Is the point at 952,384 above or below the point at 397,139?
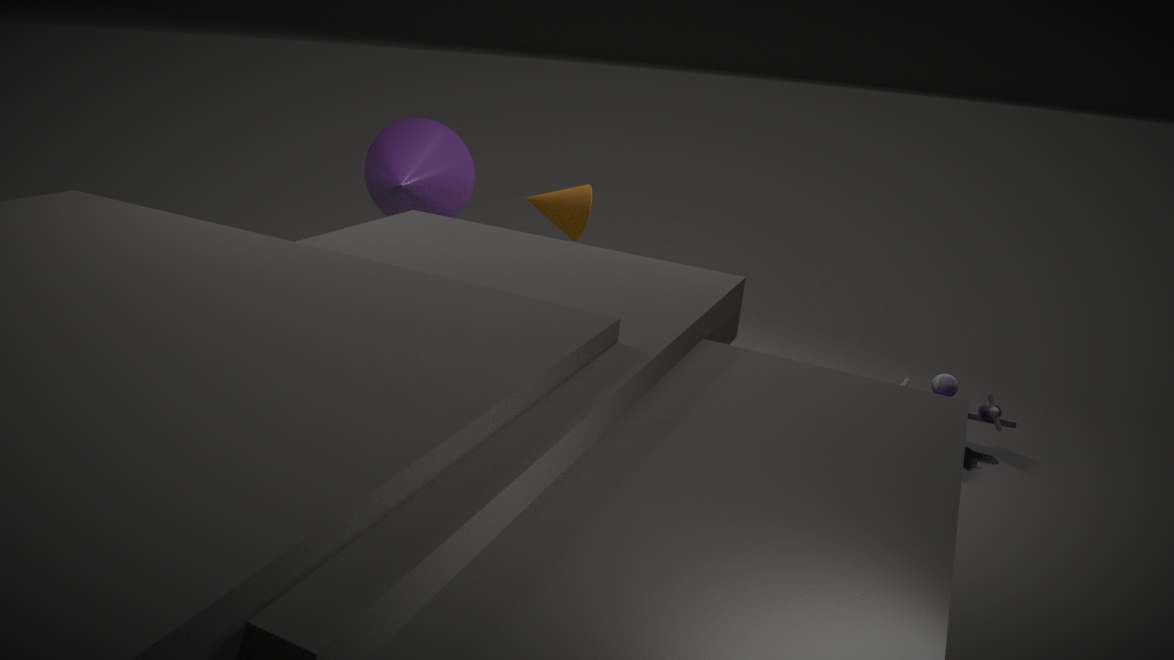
below
